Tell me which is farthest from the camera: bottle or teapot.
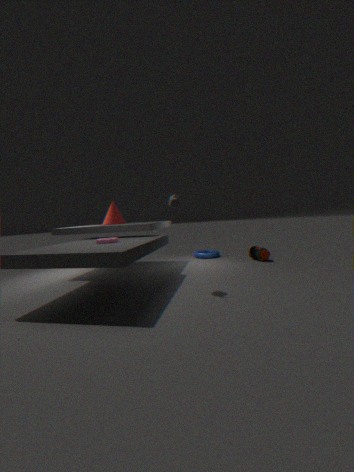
bottle
